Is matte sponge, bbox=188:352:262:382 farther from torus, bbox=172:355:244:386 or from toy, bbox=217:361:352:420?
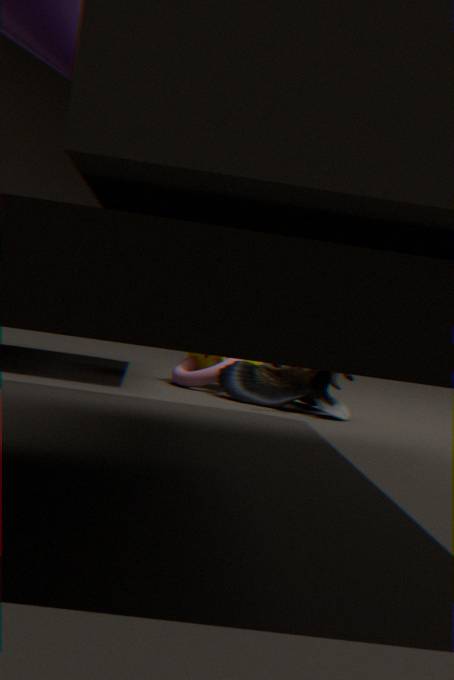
toy, bbox=217:361:352:420
